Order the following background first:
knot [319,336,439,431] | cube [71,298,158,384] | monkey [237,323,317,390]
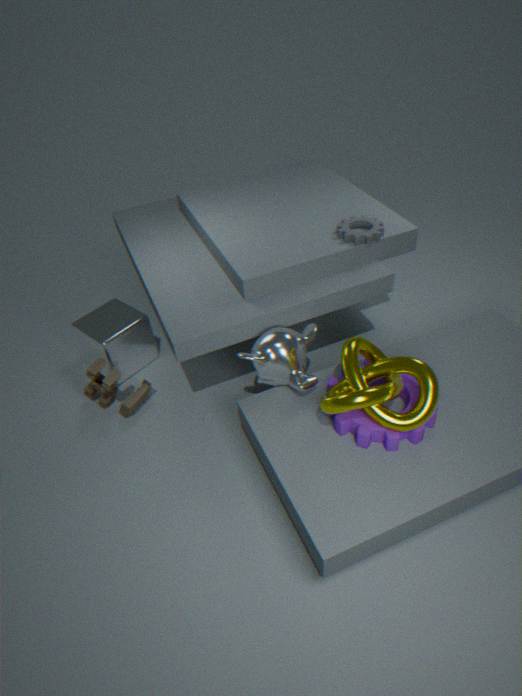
cube [71,298,158,384] → monkey [237,323,317,390] → knot [319,336,439,431]
